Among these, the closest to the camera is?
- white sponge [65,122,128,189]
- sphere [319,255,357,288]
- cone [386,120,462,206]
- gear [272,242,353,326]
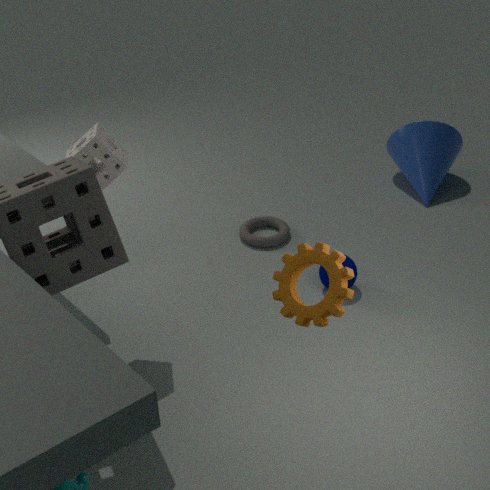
gear [272,242,353,326]
